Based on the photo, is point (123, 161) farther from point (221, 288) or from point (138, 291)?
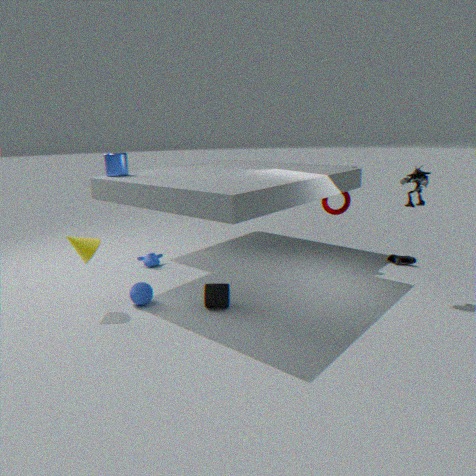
point (221, 288)
